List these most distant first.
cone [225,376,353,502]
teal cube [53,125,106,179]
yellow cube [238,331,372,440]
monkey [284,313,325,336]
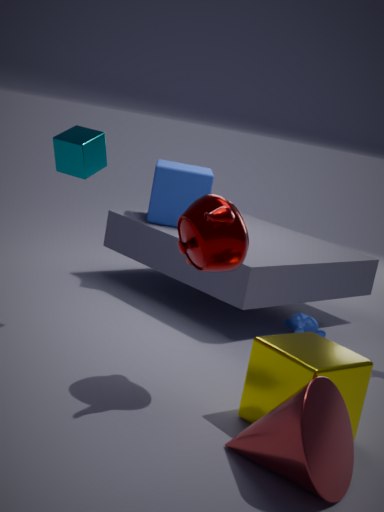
monkey [284,313,325,336] < teal cube [53,125,106,179] < yellow cube [238,331,372,440] < cone [225,376,353,502]
